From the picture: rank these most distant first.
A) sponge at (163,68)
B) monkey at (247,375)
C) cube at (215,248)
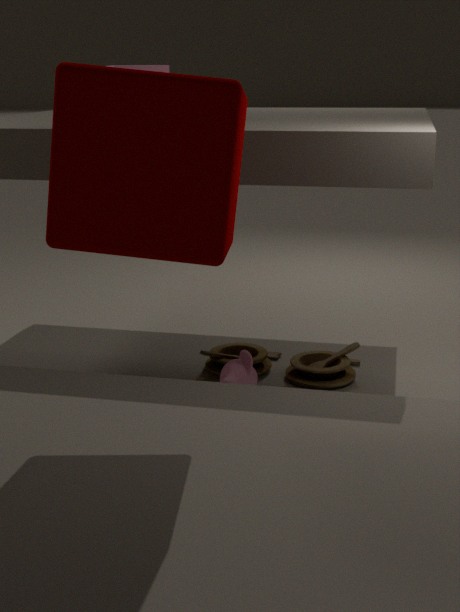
monkey at (247,375)
sponge at (163,68)
cube at (215,248)
